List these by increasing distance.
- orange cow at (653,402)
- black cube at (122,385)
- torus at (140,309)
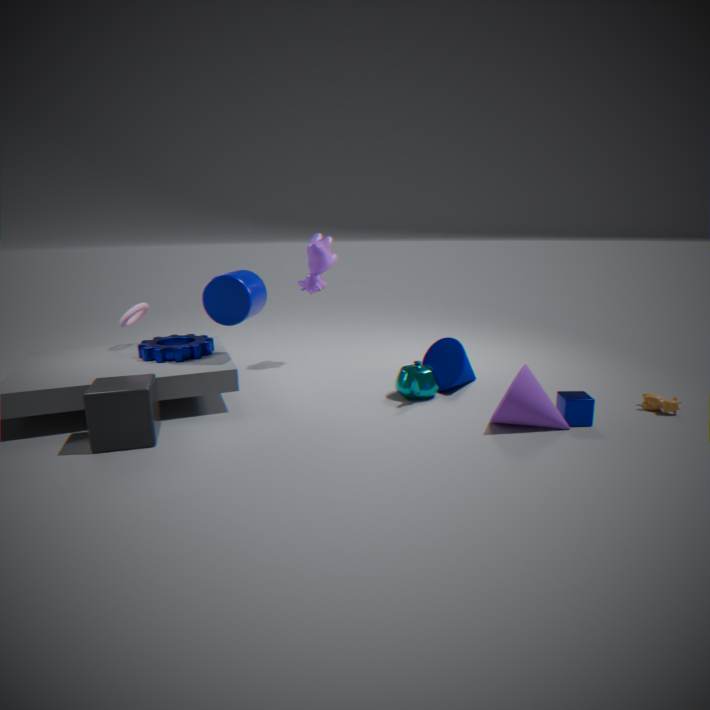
black cube at (122,385), orange cow at (653,402), torus at (140,309)
